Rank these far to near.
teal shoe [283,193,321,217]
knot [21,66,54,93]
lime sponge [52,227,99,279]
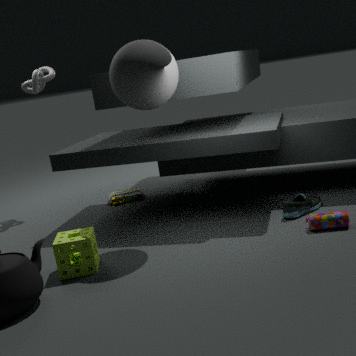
knot [21,66,54,93] → teal shoe [283,193,321,217] → lime sponge [52,227,99,279]
